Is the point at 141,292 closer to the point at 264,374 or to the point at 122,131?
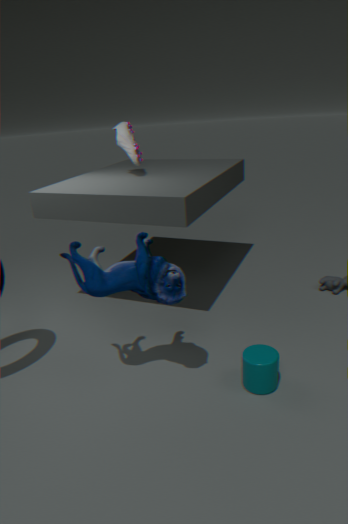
the point at 264,374
